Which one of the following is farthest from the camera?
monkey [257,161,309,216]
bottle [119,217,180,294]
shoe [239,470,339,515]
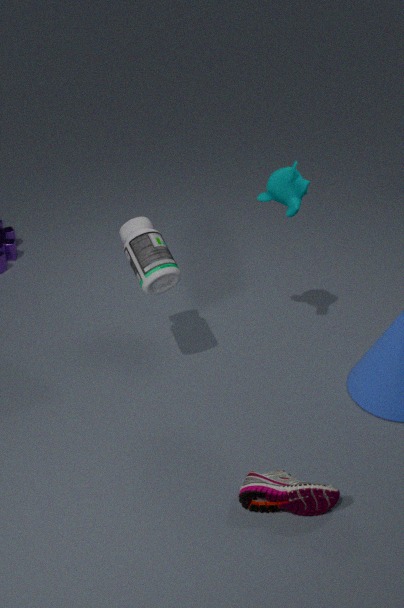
monkey [257,161,309,216]
